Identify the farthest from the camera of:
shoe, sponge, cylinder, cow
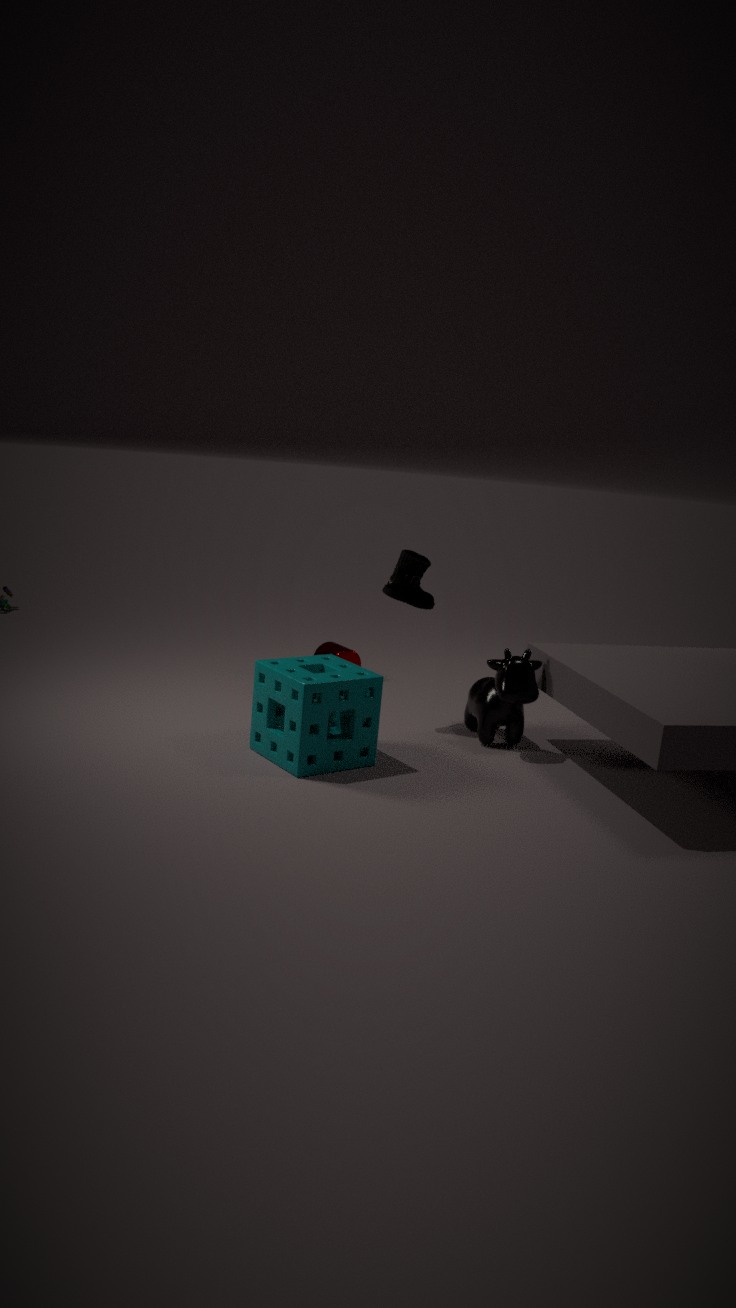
cylinder
